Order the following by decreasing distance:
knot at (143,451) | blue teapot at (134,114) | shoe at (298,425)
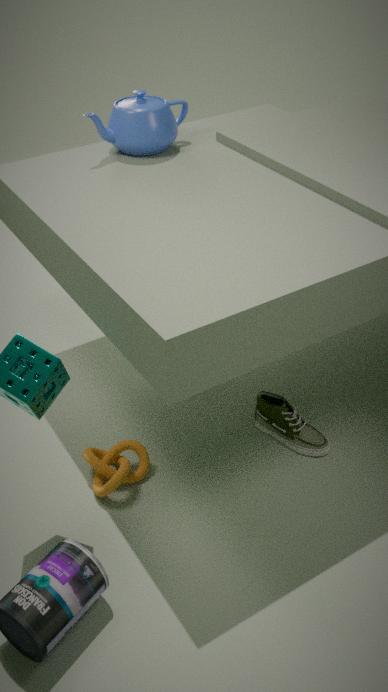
blue teapot at (134,114), shoe at (298,425), knot at (143,451)
